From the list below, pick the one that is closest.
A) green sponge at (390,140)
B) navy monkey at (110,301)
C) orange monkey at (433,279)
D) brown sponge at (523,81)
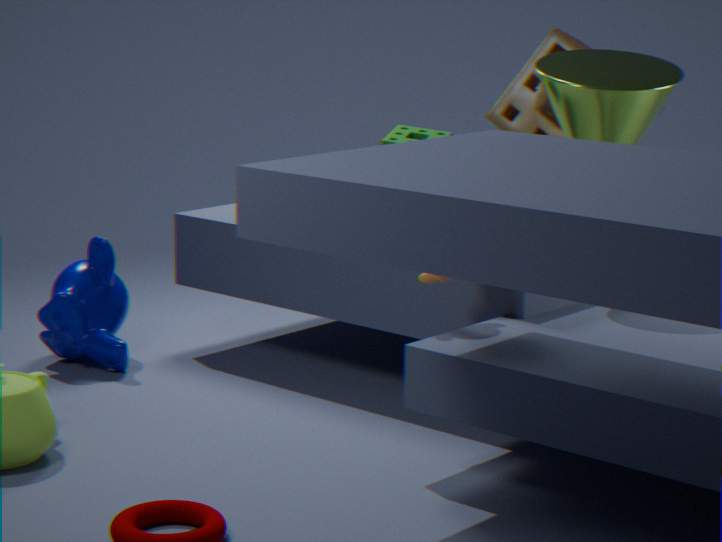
orange monkey at (433,279)
